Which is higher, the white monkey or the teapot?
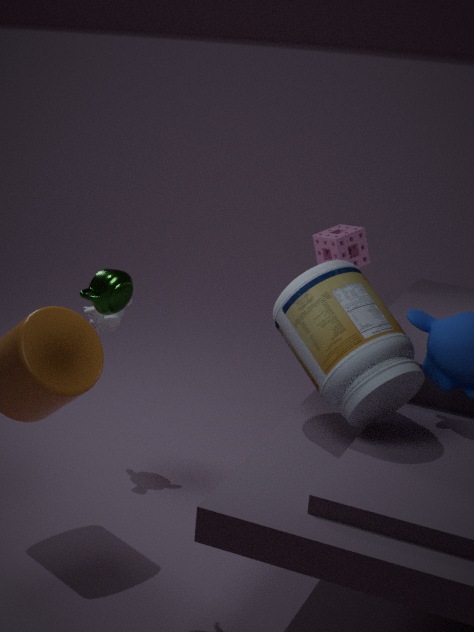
the teapot
